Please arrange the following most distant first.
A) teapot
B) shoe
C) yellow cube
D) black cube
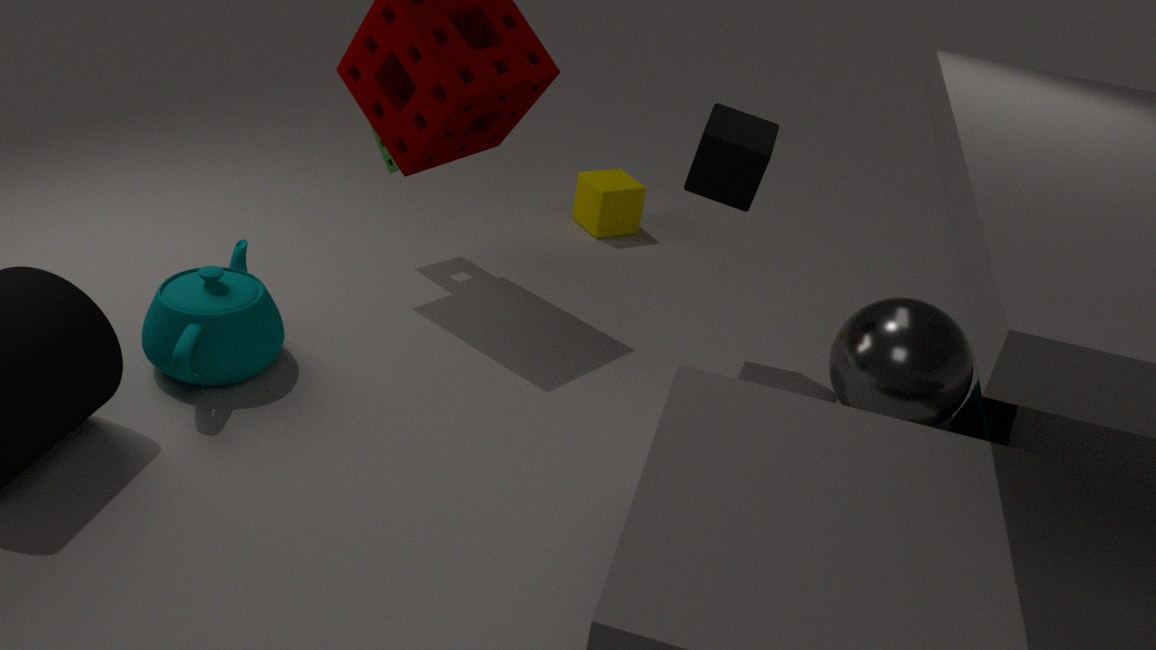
yellow cube, shoe, black cube, teapot
